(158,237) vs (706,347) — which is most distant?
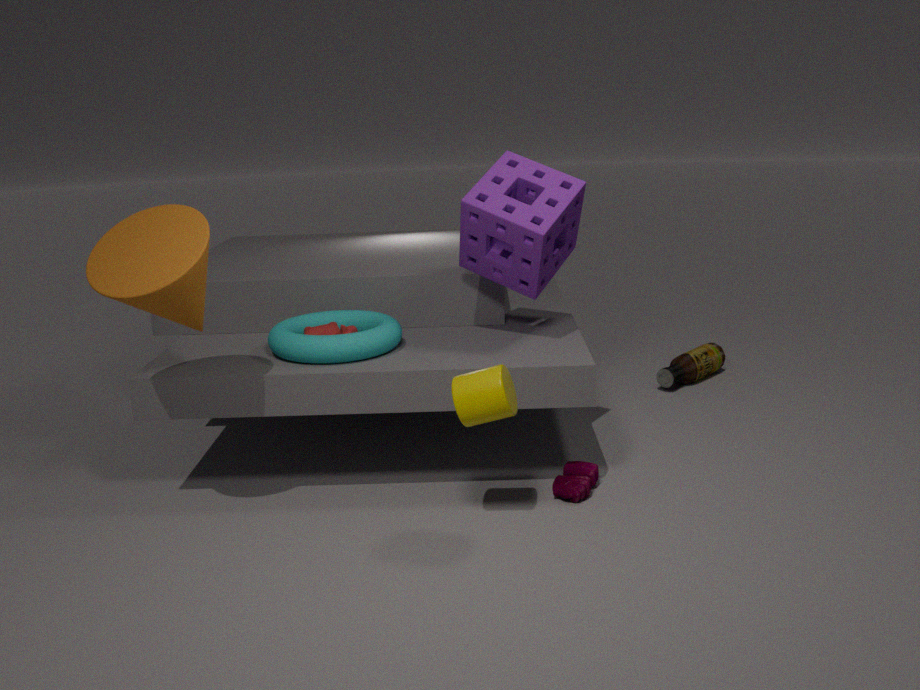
(706,347)
